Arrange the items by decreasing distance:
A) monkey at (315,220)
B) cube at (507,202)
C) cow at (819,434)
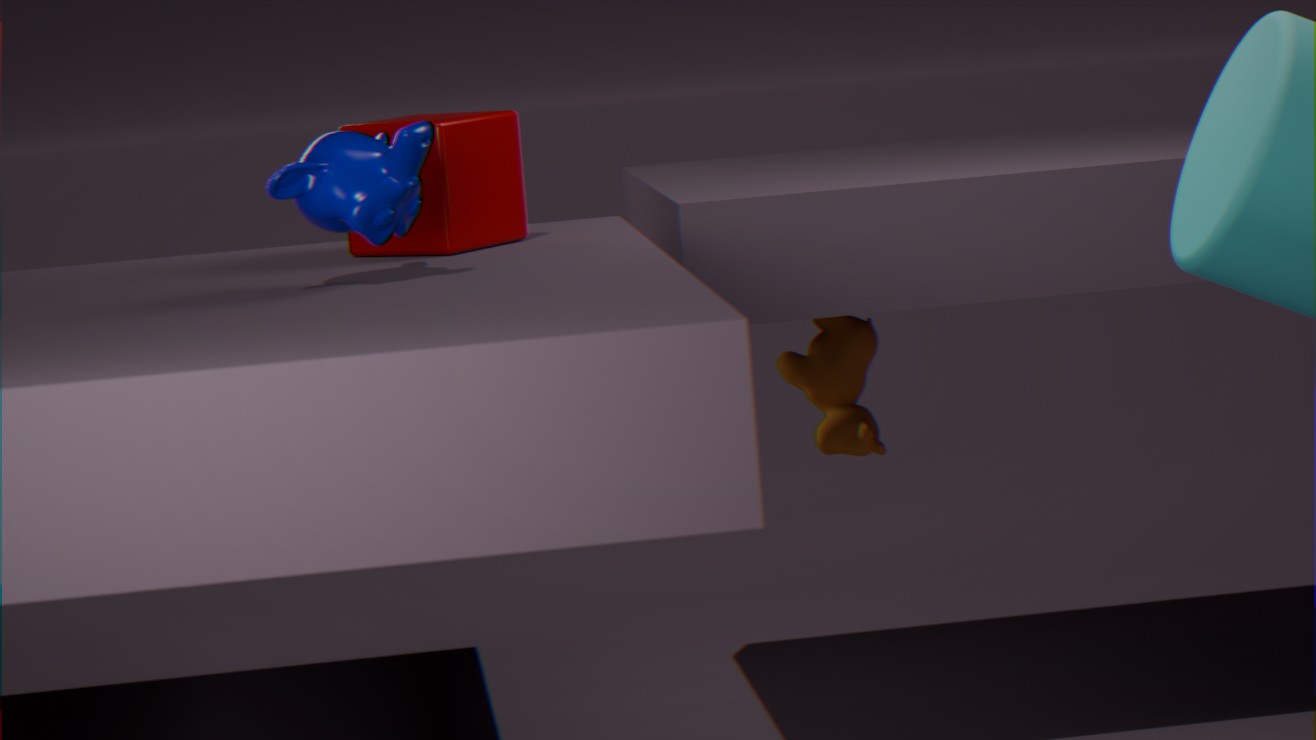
cow at (819,434) < cube at (507,202) < monkey at (315,220)
